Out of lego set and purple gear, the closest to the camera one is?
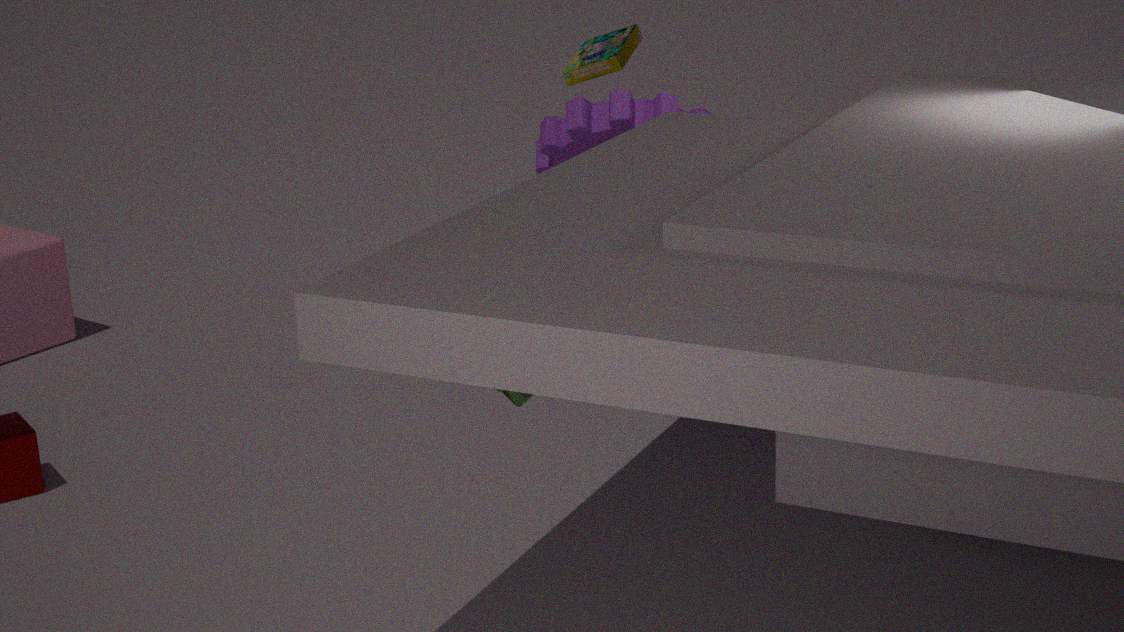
purple gear
